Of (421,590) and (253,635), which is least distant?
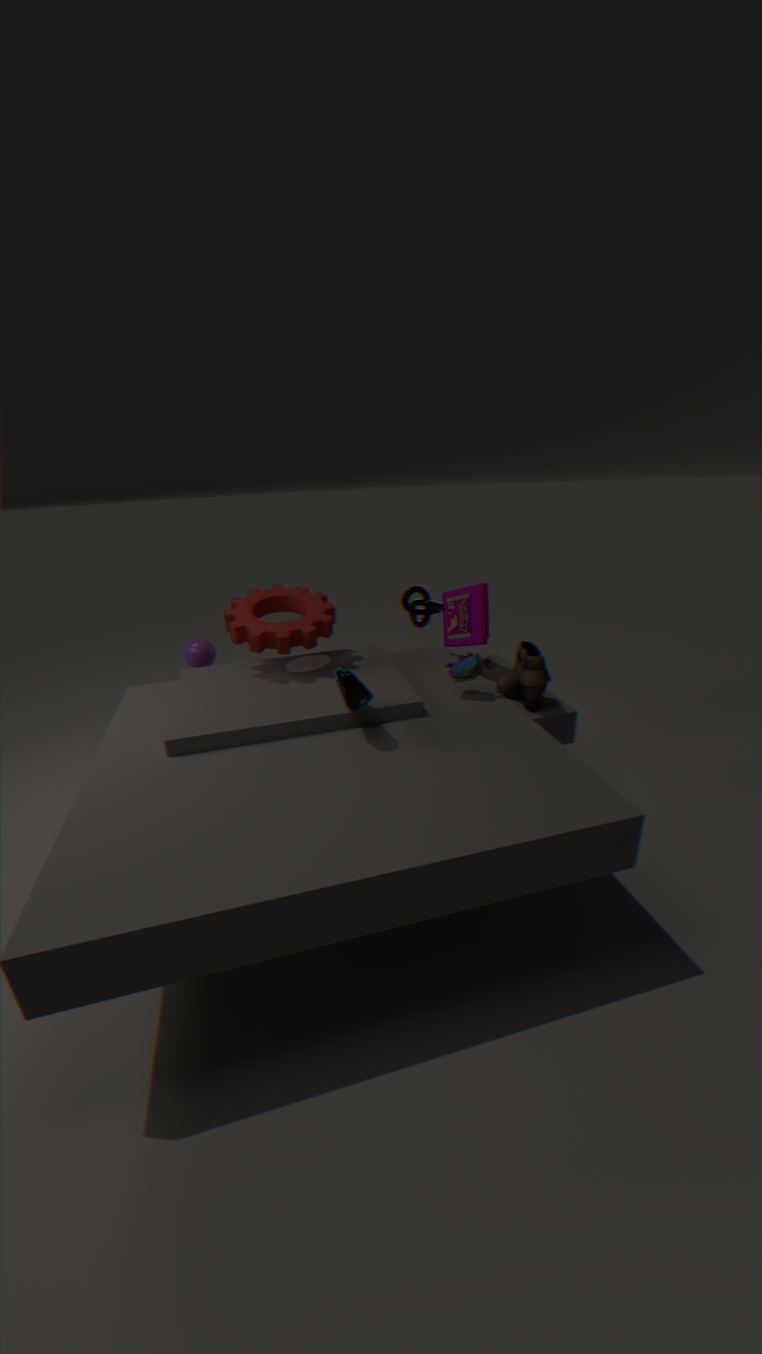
(253,635)
